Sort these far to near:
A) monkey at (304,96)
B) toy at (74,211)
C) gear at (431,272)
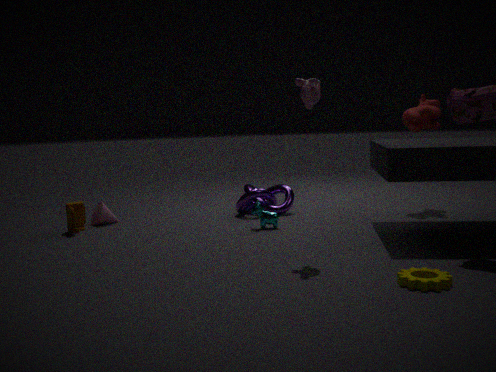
toy at (74,211)
monkey at (304,96)
gear at (431,272)
